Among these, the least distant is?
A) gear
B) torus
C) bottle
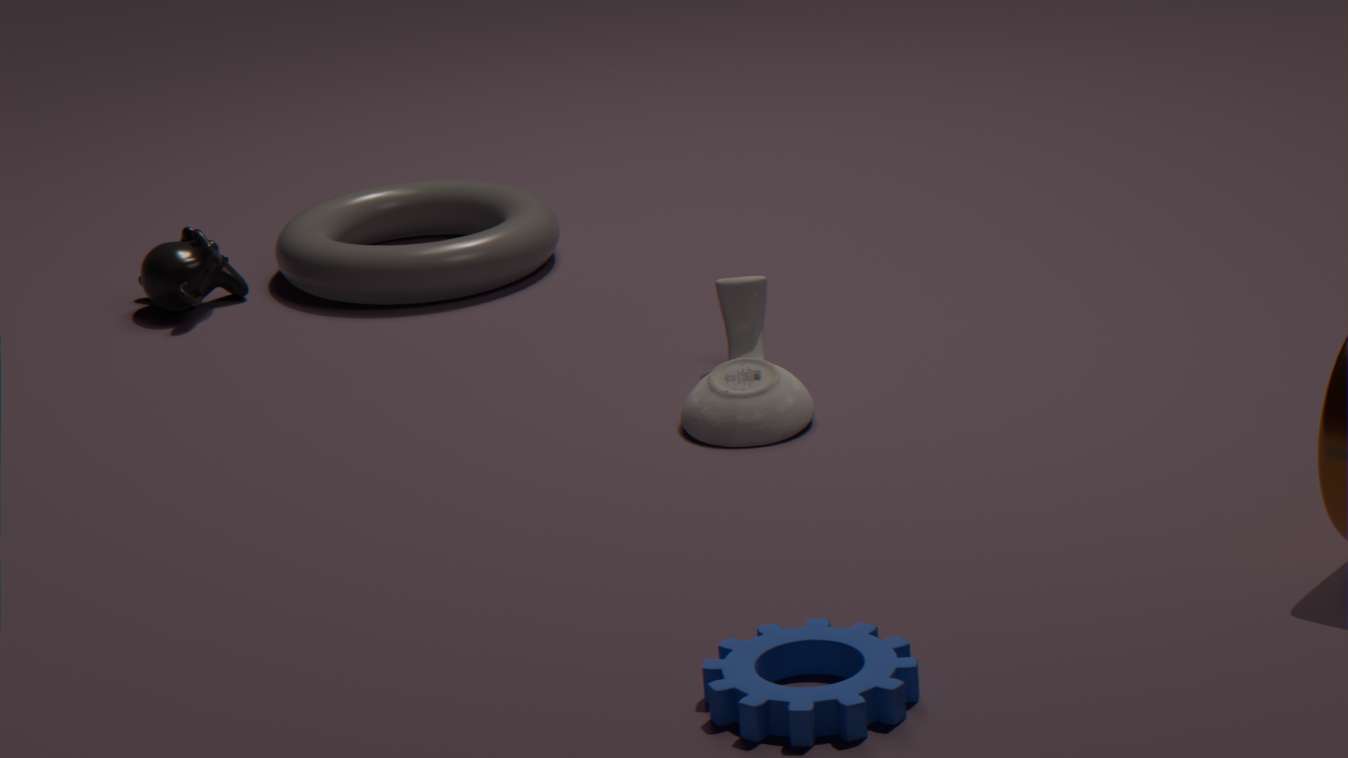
gear
